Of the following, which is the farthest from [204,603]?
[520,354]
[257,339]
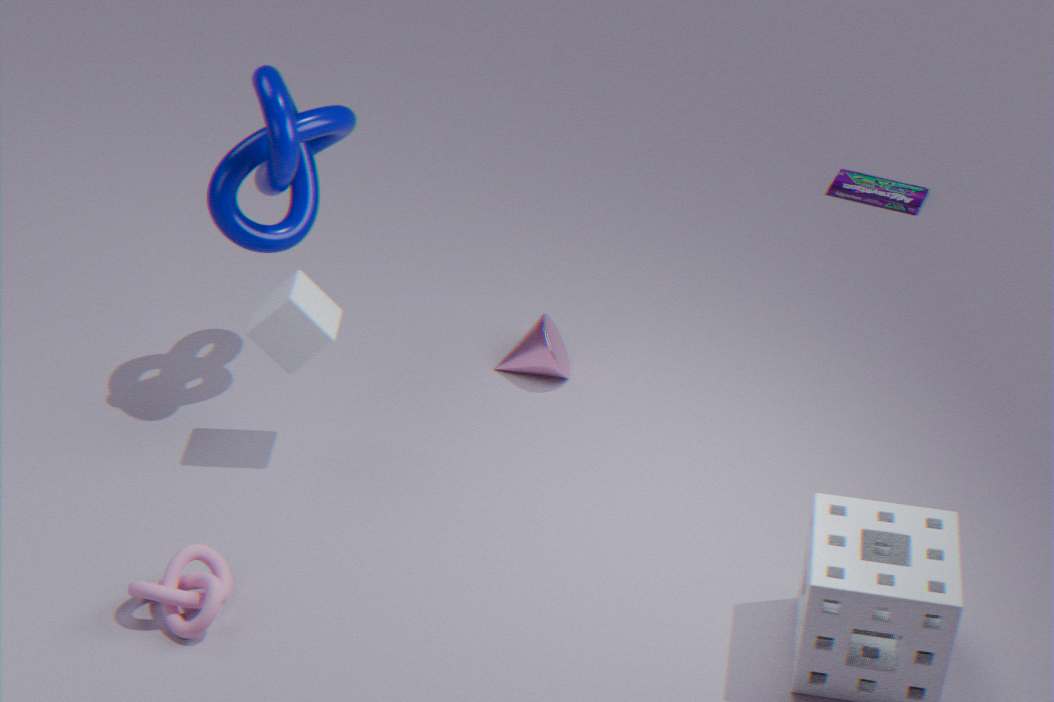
[520,354]
